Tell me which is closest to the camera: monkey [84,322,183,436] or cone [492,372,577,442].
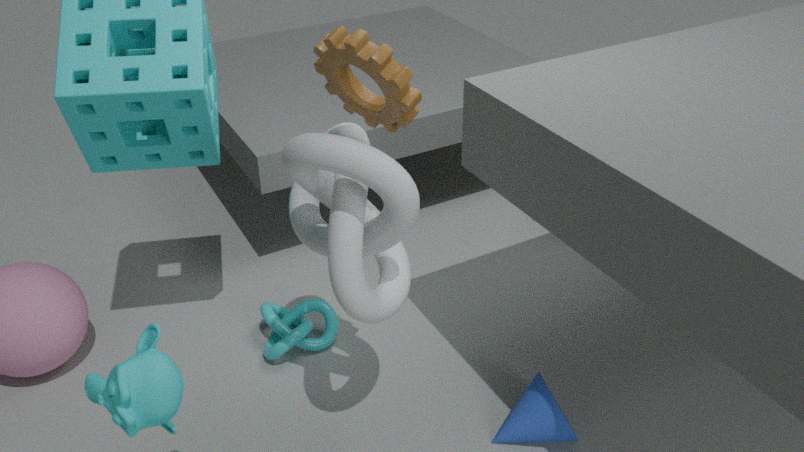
monkey [84,322,183,436]
